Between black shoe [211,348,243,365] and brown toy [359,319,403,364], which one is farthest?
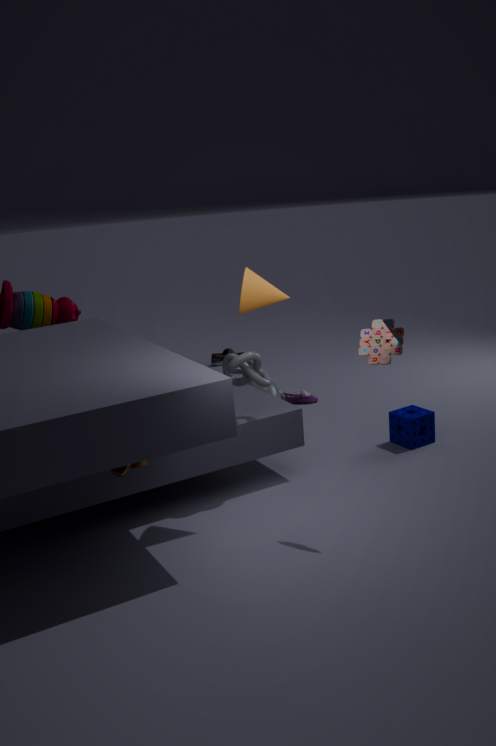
black shoe [211,348,243,365]
